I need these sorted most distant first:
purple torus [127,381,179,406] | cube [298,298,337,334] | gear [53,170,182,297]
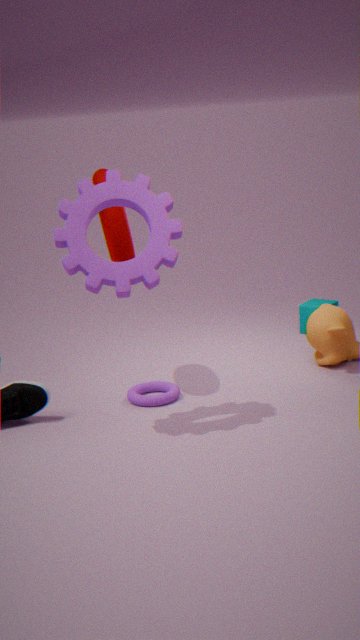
cube [298,298,337,334], purple torus [127,381,179,406], gear [53,170,182,297]
